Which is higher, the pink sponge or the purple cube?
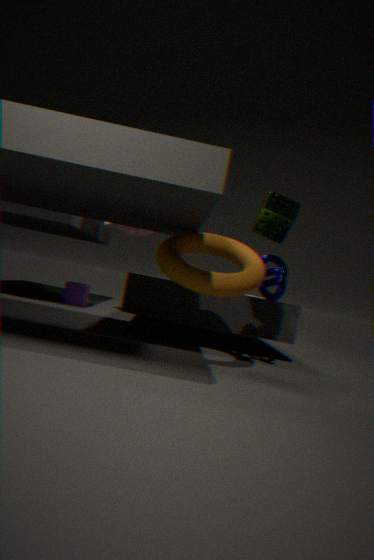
the pink sponge
